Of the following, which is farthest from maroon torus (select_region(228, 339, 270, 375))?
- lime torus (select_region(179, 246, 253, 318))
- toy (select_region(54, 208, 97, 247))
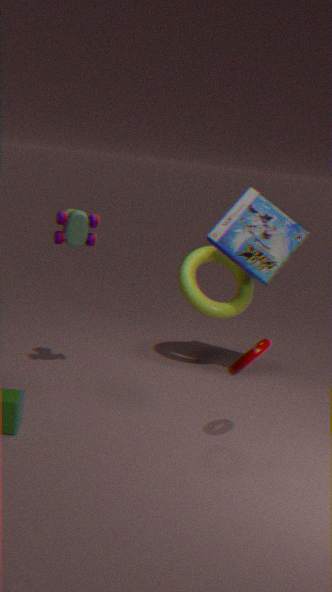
toy (select_region(54, 208, 97, 247))
